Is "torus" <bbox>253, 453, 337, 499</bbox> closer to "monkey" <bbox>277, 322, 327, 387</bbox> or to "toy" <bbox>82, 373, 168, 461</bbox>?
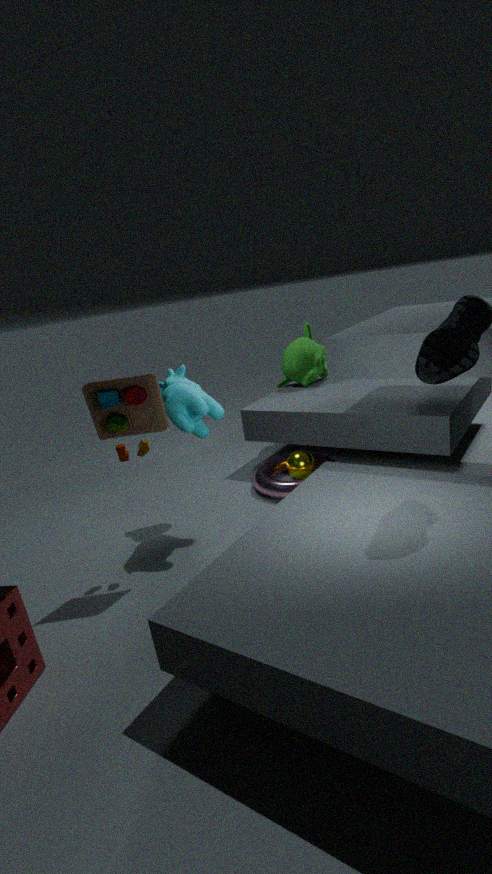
"monkey" <bbox>277, 322, 327, 387</bbox>
